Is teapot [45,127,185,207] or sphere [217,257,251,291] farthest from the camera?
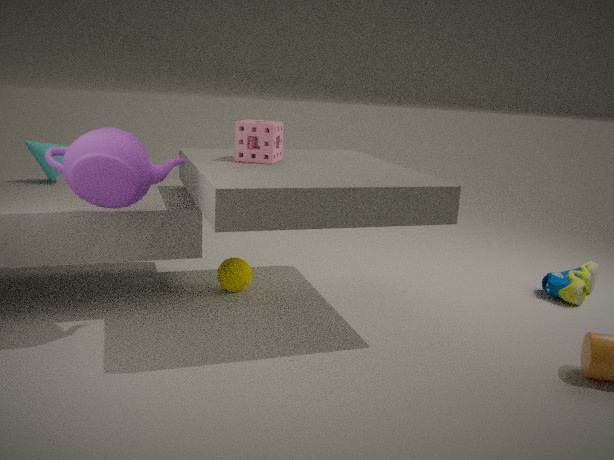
sphere [217,257,251,291]
